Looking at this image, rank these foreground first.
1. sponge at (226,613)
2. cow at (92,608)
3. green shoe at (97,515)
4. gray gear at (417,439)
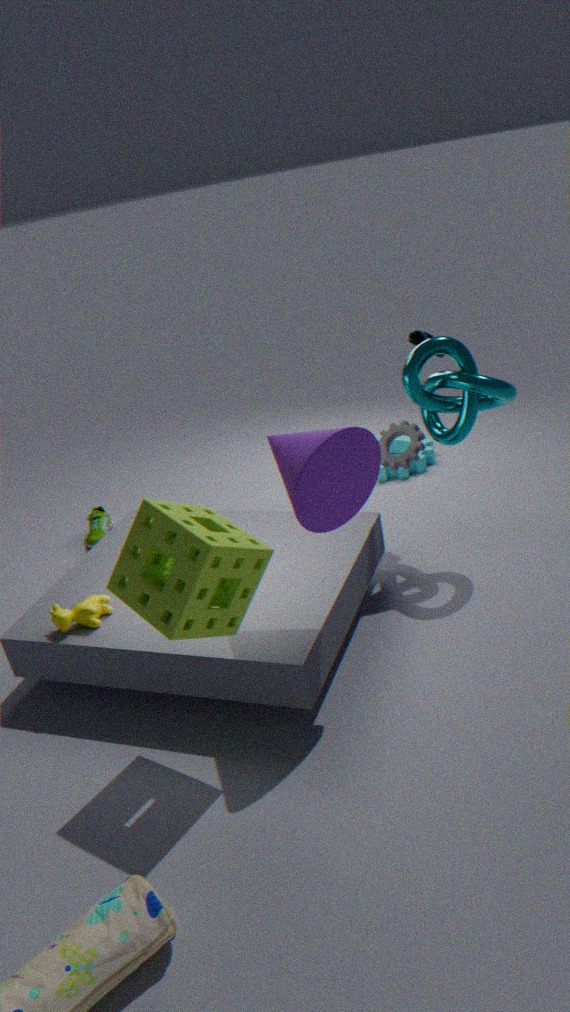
1. sponge at (226,613)
2. cow at (92,608)
3. gray gear at (417,439)
4. green shoe at (97,515)
